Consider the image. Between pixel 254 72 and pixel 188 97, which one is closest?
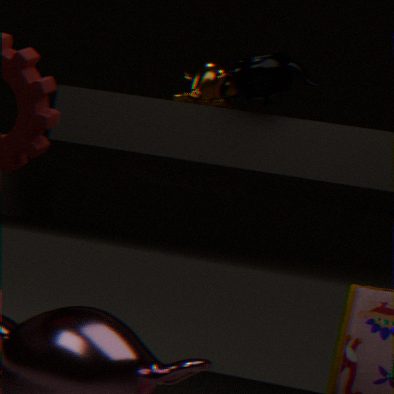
pixel 254 72
